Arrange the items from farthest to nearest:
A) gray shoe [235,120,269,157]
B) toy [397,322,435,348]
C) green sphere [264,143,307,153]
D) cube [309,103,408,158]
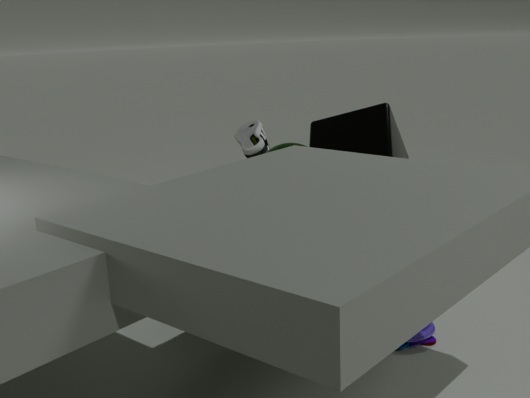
gray shoe [235,120,269,157] < green sphere [264,143,307,153] < toy [397,322,435,348] < cube [309,103,408,158]
